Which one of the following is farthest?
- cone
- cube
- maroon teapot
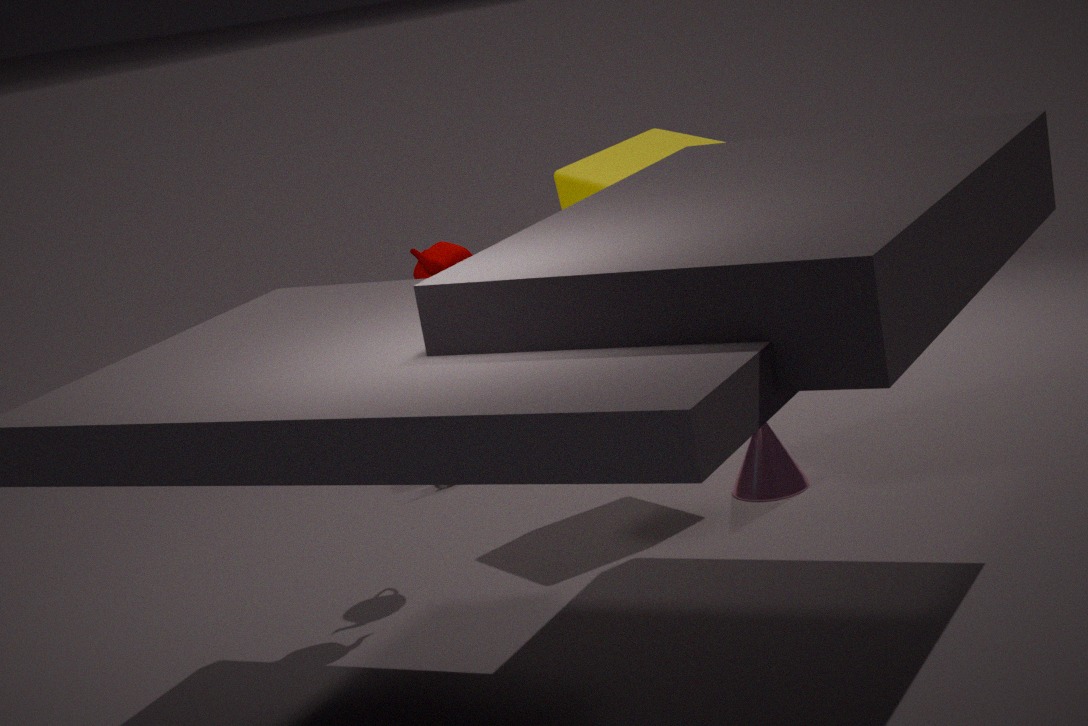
cone
